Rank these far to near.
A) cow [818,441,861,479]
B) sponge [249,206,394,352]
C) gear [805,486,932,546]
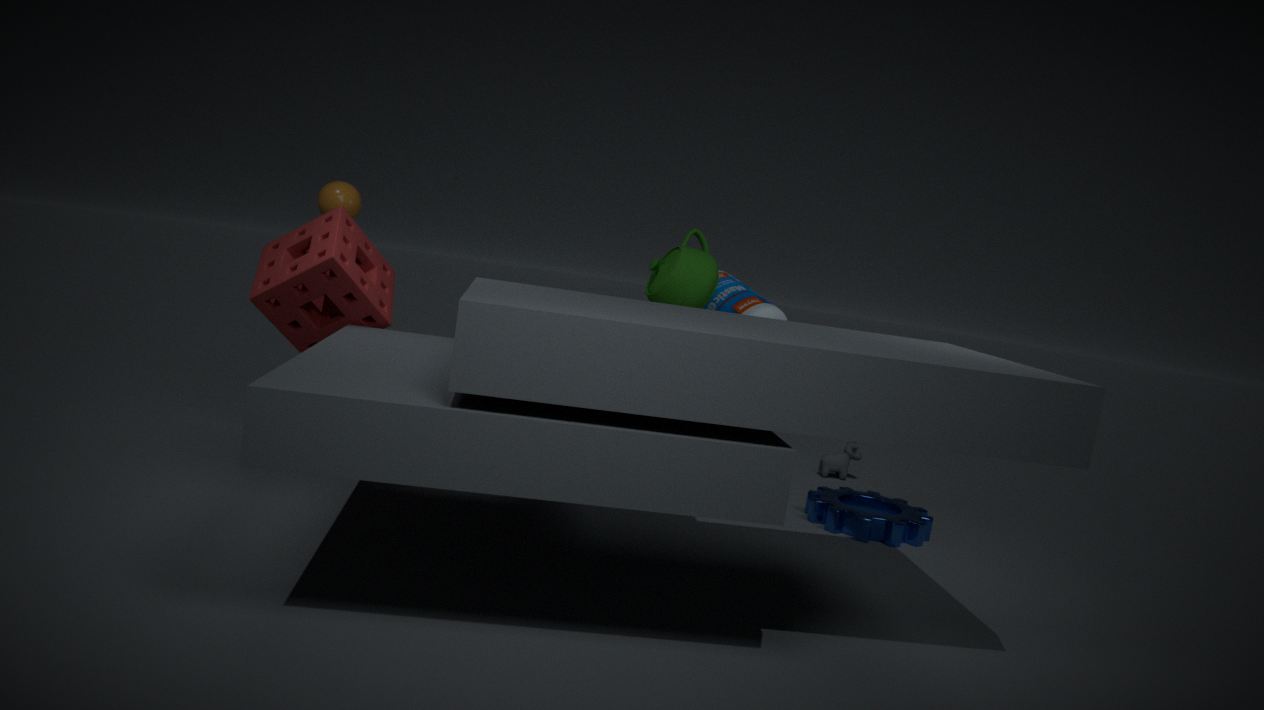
cow [818,441,861,479] → gear [805,486,932,546] → sponge [249,206,394,352]
